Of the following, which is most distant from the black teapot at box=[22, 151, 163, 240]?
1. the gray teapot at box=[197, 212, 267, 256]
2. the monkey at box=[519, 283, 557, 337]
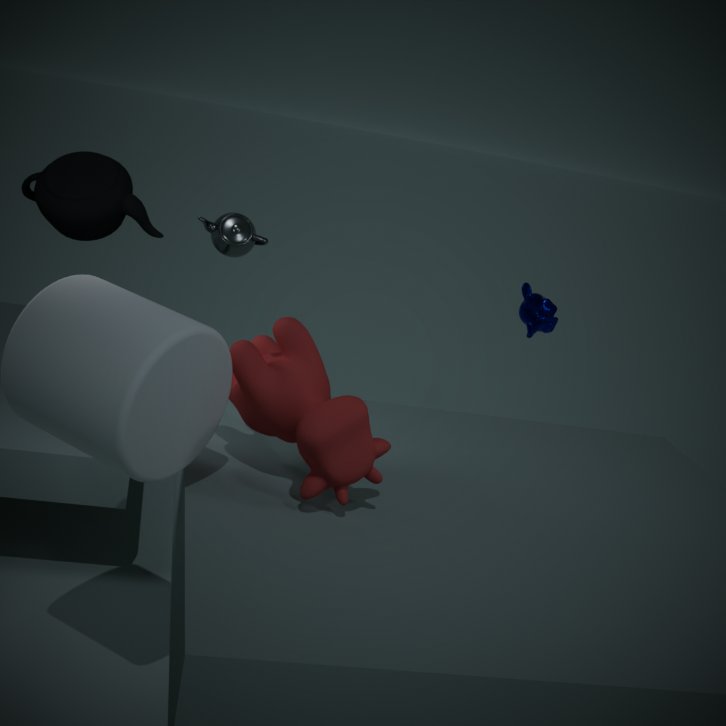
the monkey at box=[519, 283, 557, 337]
